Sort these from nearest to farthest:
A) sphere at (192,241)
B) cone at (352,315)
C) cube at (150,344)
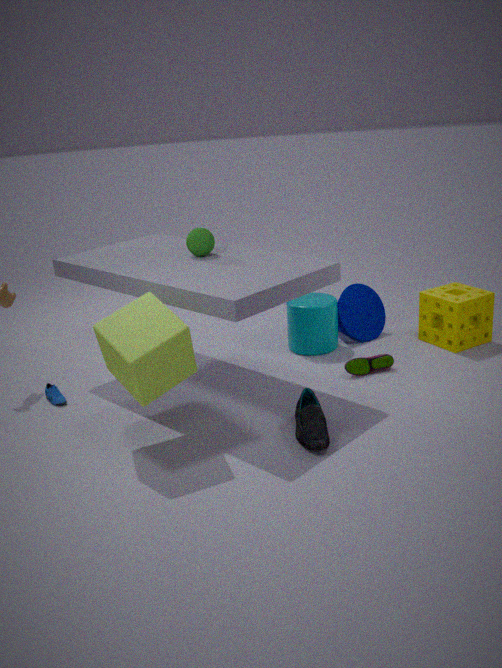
1. cube at (150,344)
2. sphere at (192,241)
3. cone at (352,315)
